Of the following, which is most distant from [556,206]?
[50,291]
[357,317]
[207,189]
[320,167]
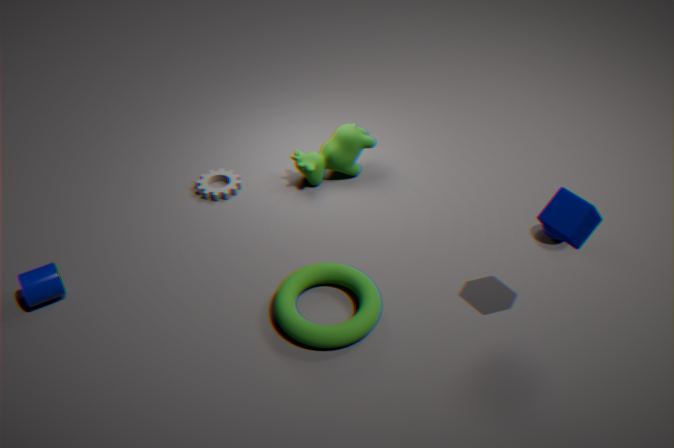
[50,291]
